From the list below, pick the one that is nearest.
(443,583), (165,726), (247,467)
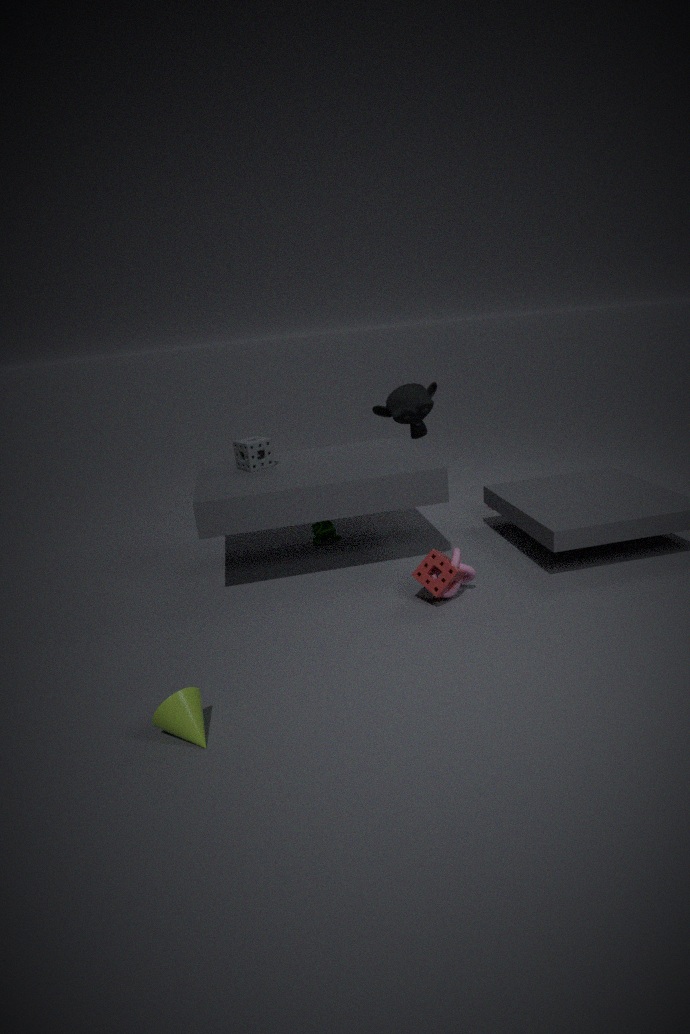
(165,726)
